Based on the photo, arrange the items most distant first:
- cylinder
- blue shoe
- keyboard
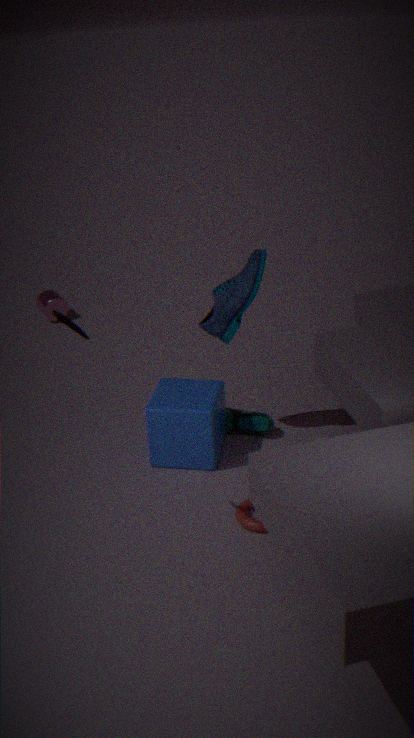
1. cylinder
2. blue shoe
3. keyboard
